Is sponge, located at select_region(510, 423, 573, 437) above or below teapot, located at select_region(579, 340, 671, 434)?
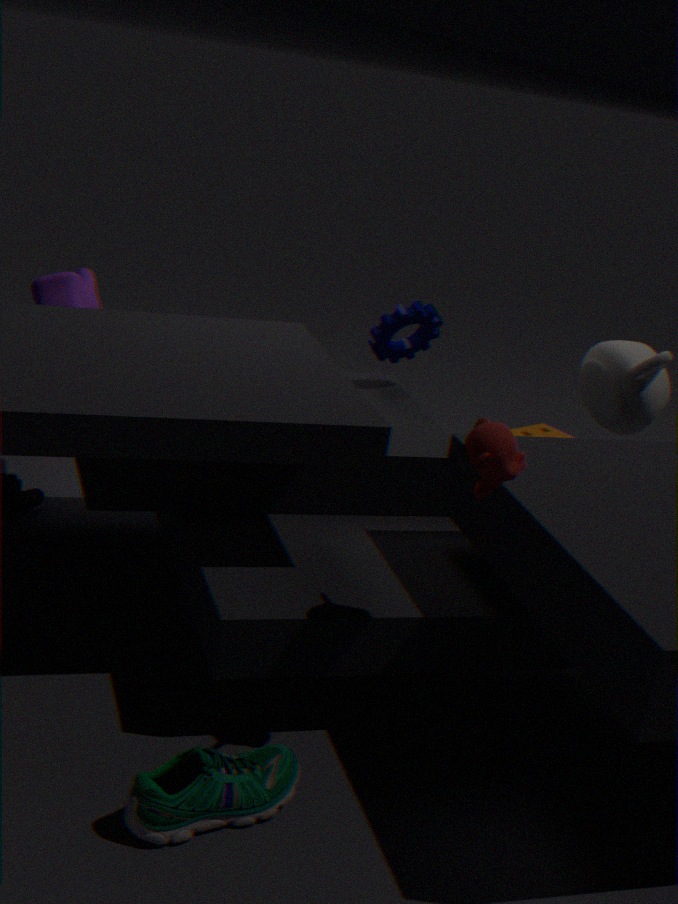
below
